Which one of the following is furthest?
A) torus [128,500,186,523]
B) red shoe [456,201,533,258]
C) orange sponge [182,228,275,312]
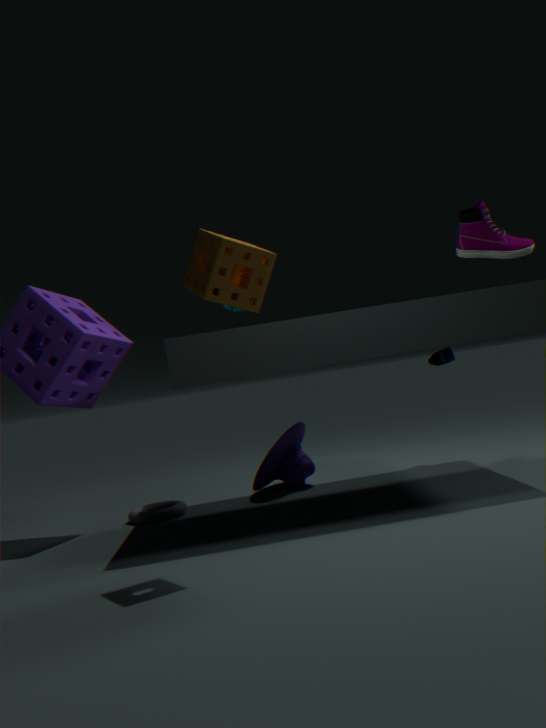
torus [128,500,186,523]
